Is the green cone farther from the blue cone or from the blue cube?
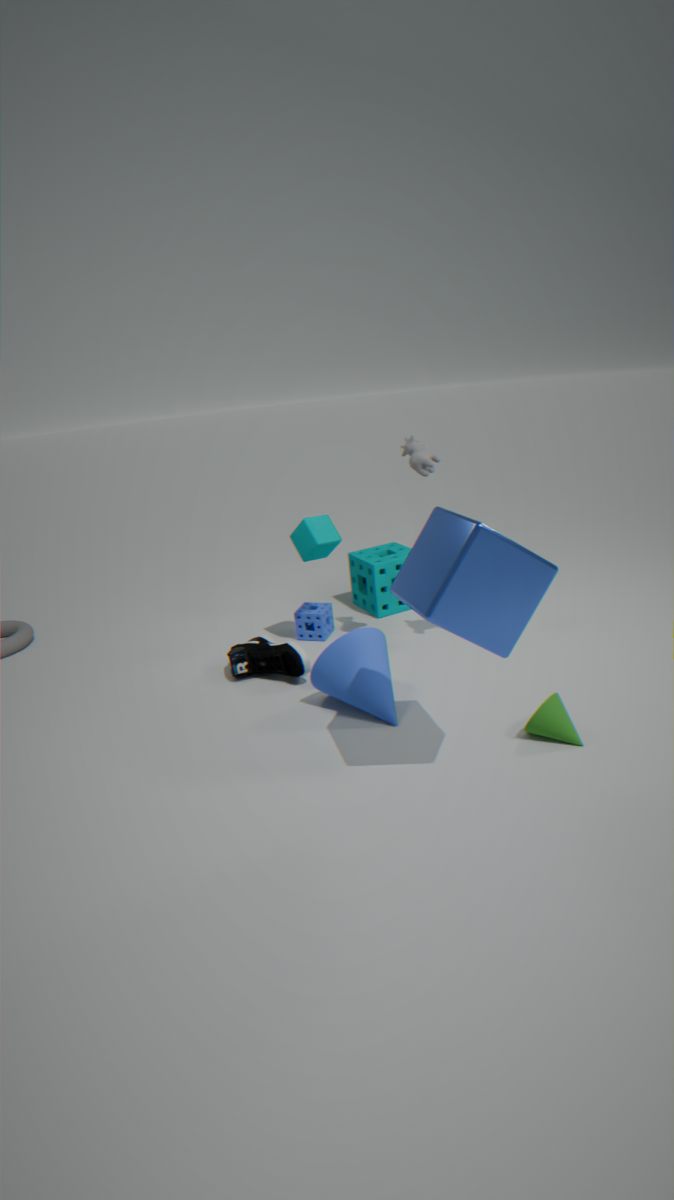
the blue cone
